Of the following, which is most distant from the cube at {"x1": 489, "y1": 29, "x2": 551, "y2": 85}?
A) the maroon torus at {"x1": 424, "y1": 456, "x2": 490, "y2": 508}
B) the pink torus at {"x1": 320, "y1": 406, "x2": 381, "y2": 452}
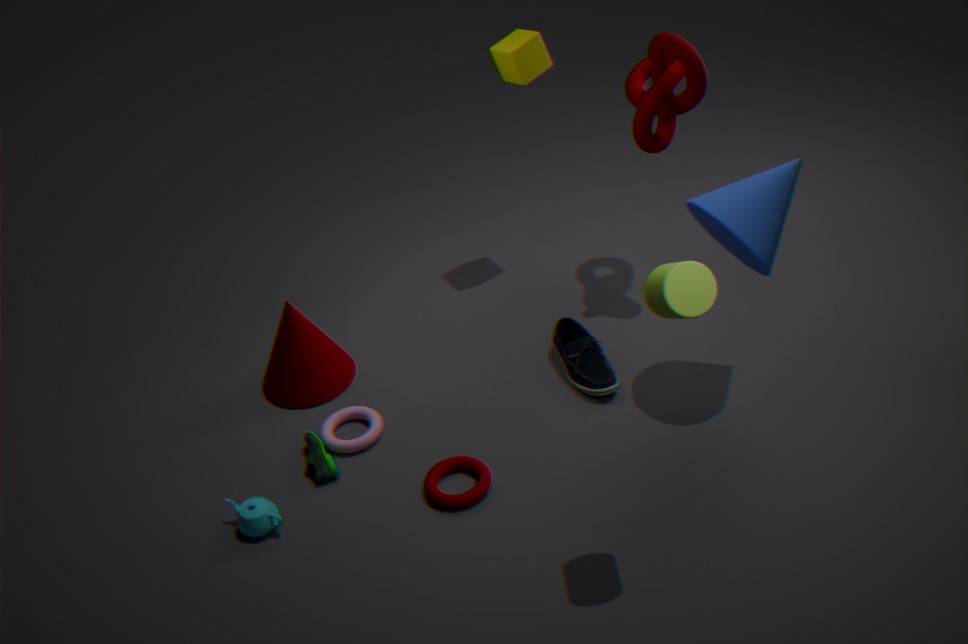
the maroon torus at {"x1": 424, "y1": 456, "x2": 490, "y2": 508}
